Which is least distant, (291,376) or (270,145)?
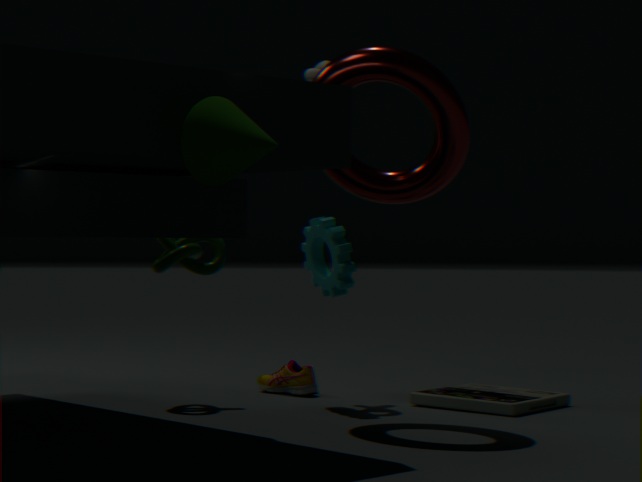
(270,145)
